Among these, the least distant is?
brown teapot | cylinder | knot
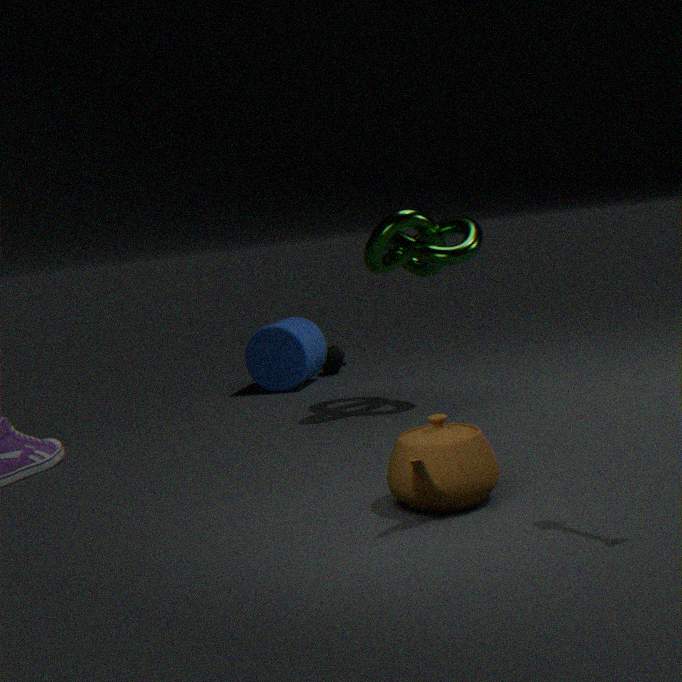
brown teapot
